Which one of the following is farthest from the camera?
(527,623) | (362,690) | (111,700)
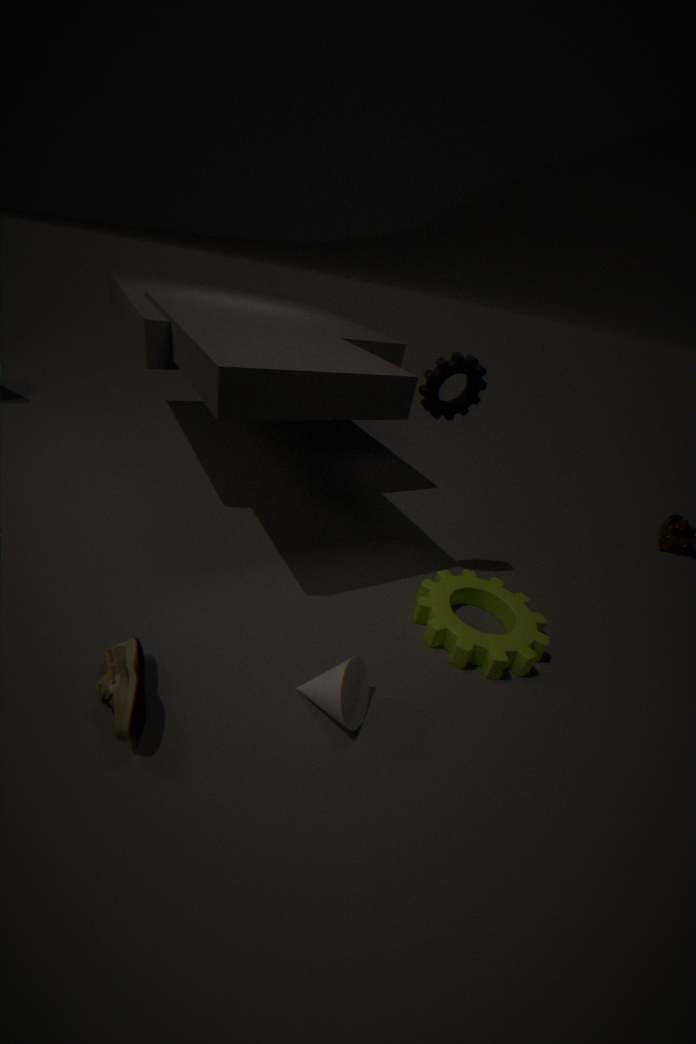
(527,623)
